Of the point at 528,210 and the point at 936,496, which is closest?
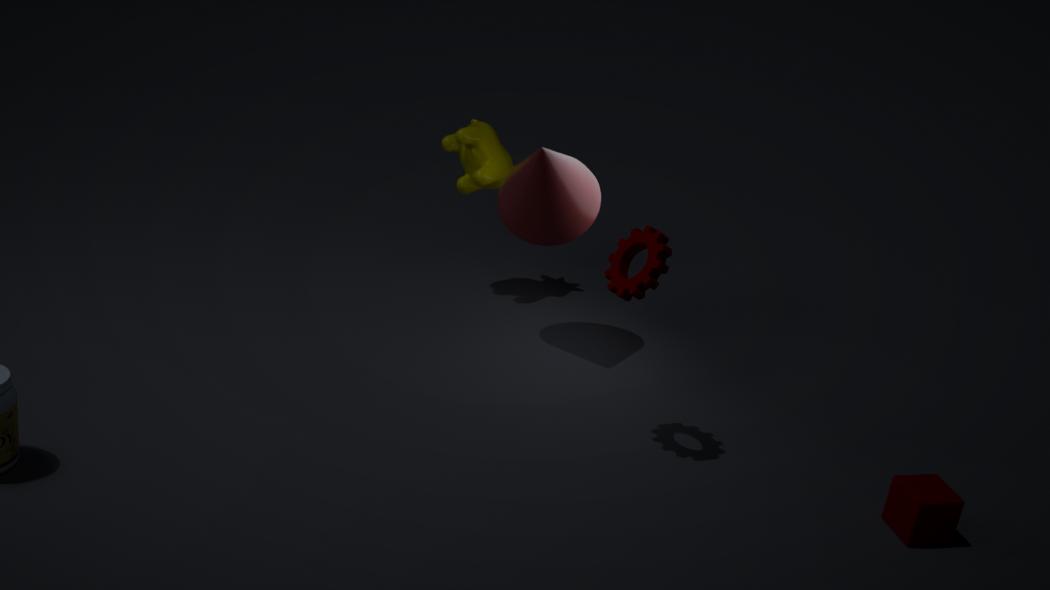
the point at 936,496
